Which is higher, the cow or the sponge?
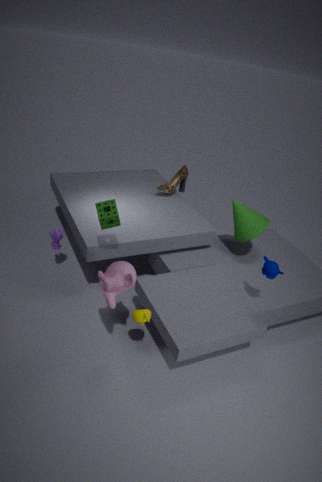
the sponge
